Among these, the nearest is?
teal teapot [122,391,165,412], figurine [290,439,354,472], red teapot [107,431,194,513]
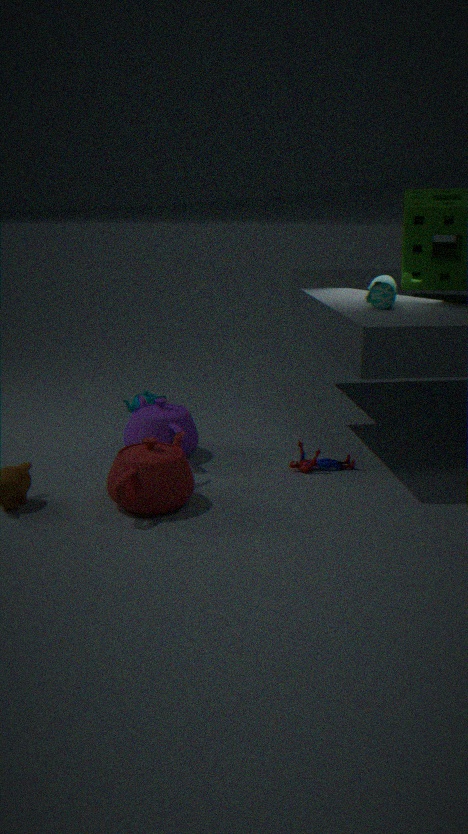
red teapot [107,431,194,513]
